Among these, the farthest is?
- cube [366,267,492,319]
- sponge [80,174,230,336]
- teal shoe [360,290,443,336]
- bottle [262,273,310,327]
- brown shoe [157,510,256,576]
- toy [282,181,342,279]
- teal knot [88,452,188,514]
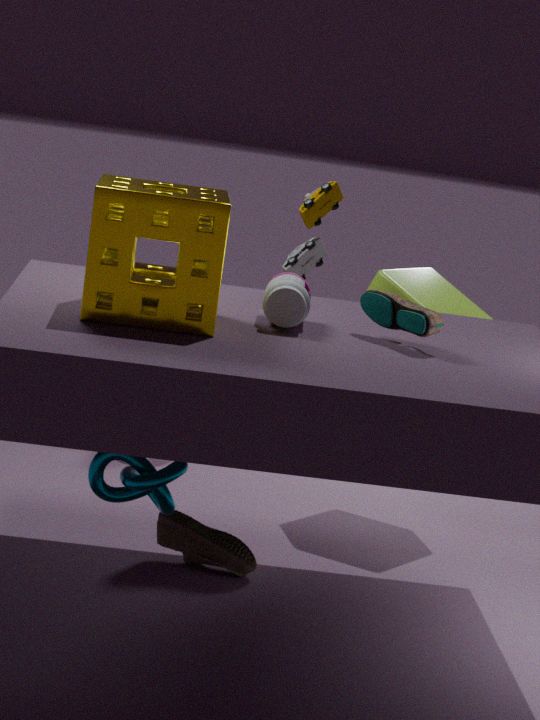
cube [366,267,492,319]
